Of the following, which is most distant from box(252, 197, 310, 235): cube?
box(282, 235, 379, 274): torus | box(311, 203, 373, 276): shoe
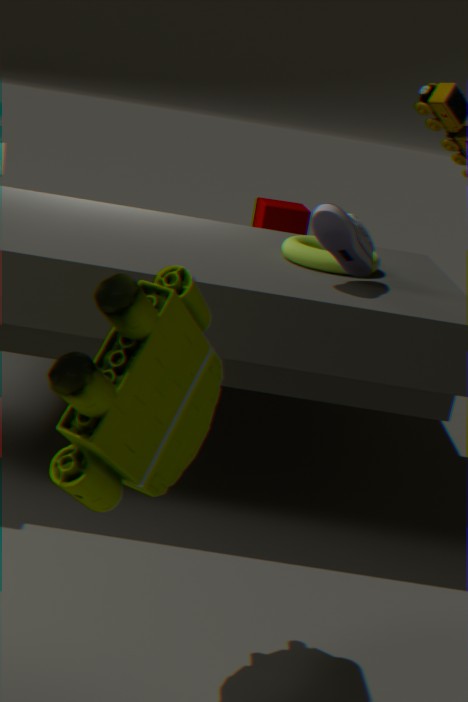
box(311, 203, 373, 276): shoe
